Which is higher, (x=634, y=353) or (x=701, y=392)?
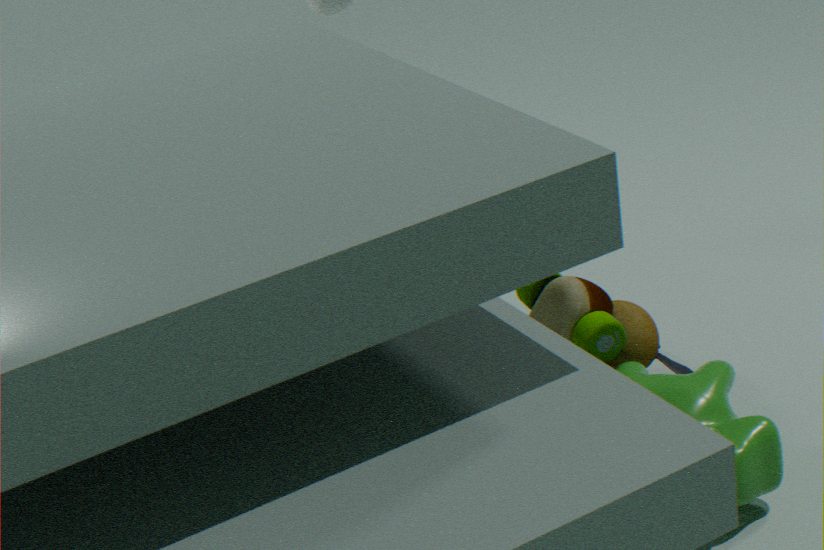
(x=634, y=353)
